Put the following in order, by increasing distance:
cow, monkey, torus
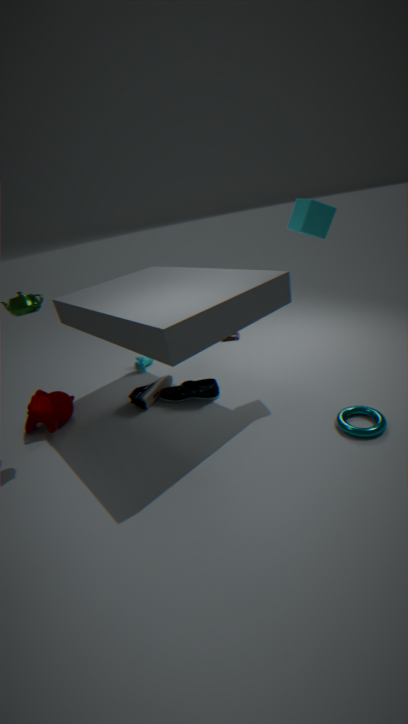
1. torus
2. monkey
3. cow
